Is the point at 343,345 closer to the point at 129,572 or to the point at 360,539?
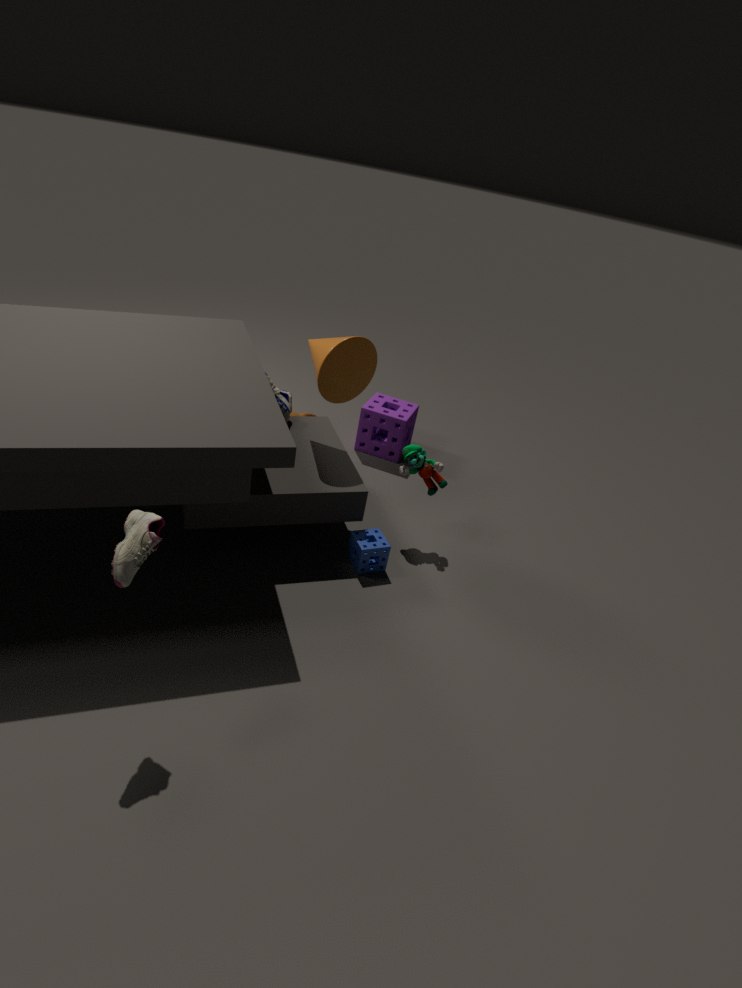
the point at 360,539
